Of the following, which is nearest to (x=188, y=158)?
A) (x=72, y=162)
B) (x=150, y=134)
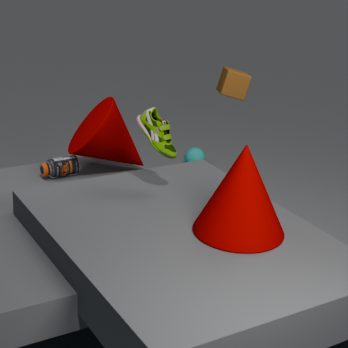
(x=72, y=162)
